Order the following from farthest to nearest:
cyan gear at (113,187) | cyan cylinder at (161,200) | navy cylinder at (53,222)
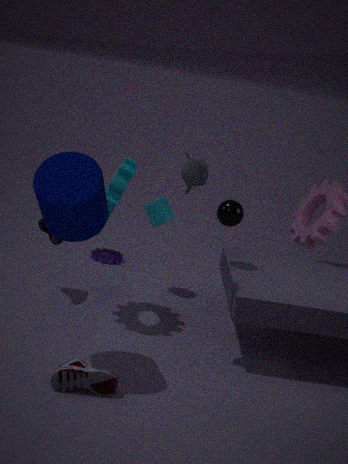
cyan cylinder at (161,200), cyan gear at (113,187), navy cylinder at (53,222)
